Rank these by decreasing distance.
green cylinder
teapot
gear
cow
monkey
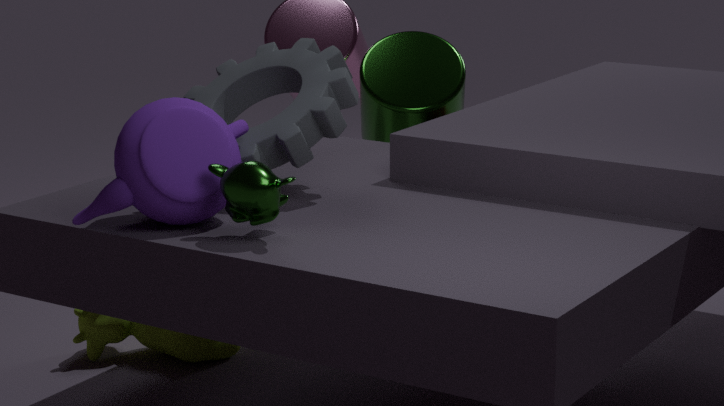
green cylinder → cow → gear → teapot → monkey
